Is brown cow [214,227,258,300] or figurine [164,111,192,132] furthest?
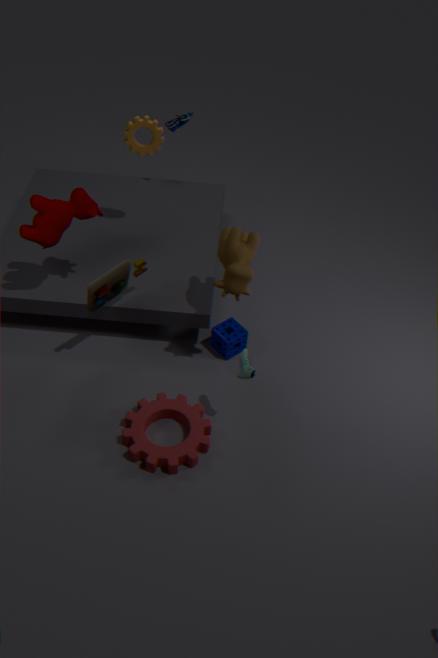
figurine [164,111,192,132]
